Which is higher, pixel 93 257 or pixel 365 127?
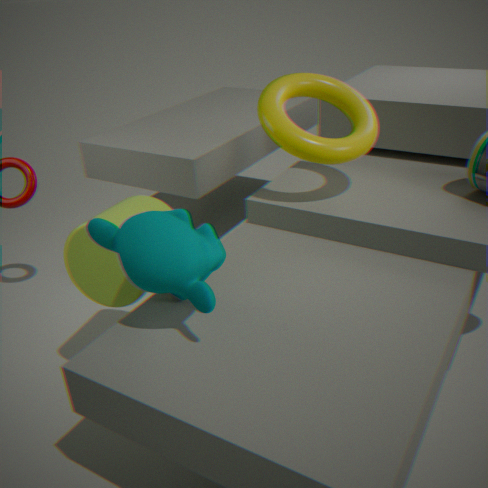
pixel 365 127
